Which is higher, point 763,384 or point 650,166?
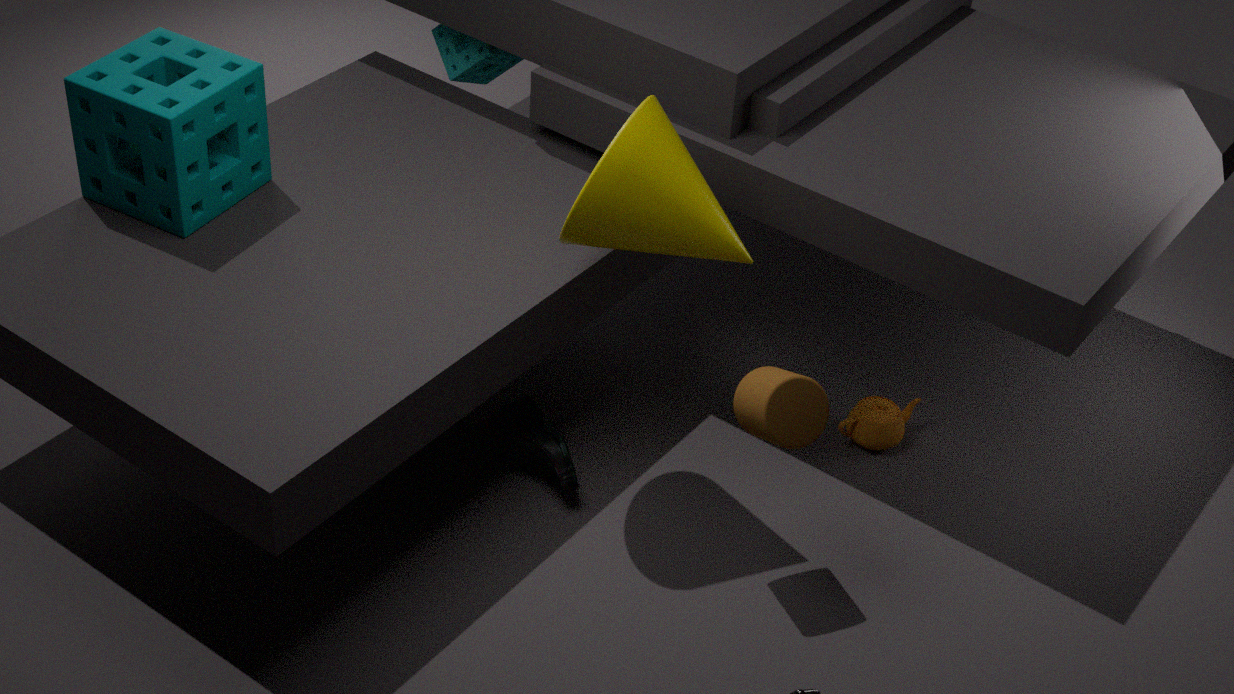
point 650,166
